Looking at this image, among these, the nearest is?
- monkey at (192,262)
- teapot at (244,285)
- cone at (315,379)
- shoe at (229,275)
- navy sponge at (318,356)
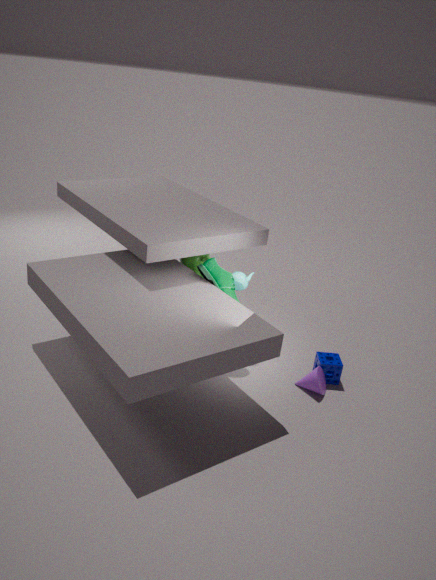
cone at (315,379)
